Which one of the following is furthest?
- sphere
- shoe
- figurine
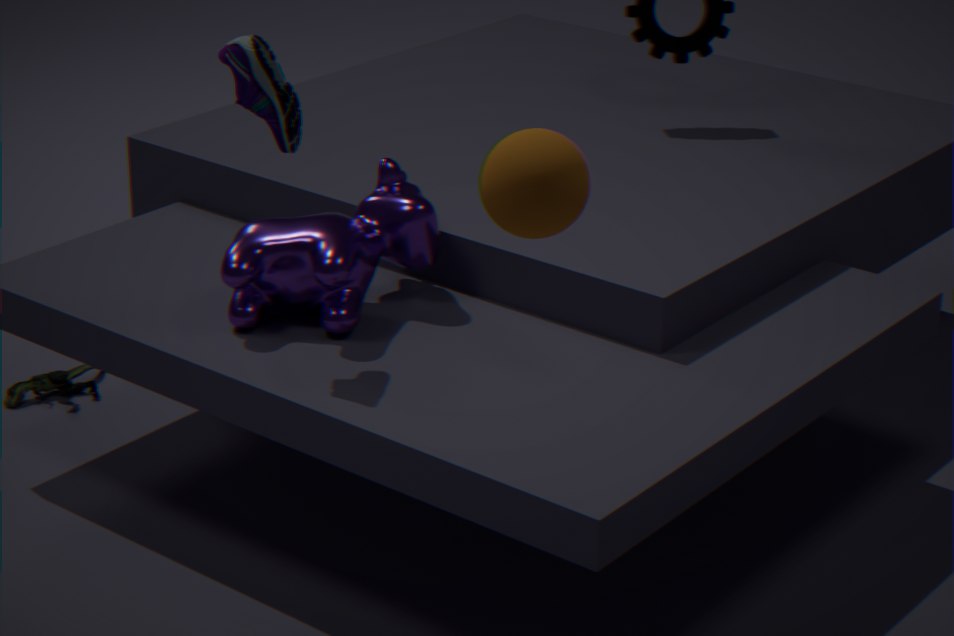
figurine
